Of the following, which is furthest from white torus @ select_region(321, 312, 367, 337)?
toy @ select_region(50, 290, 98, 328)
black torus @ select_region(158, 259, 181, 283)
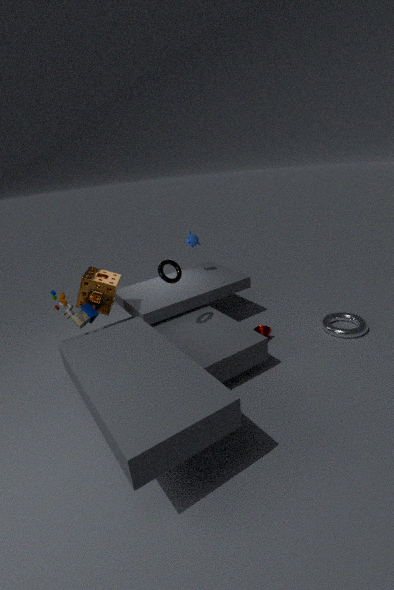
toy @ select_region(50, 290, 98, 328)
